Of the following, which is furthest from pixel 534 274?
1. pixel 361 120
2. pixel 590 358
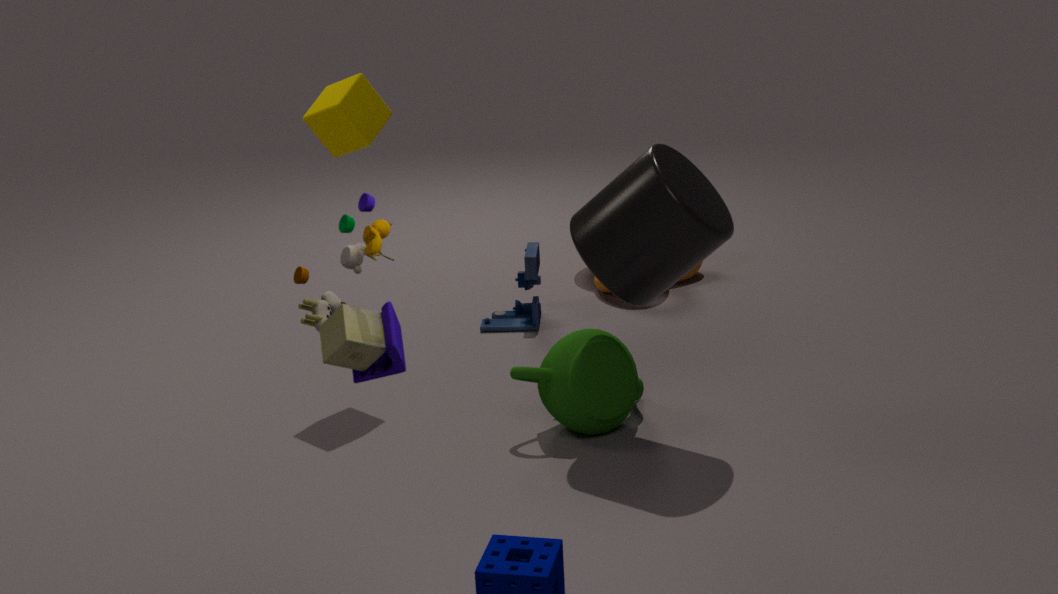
pixel 361 120
